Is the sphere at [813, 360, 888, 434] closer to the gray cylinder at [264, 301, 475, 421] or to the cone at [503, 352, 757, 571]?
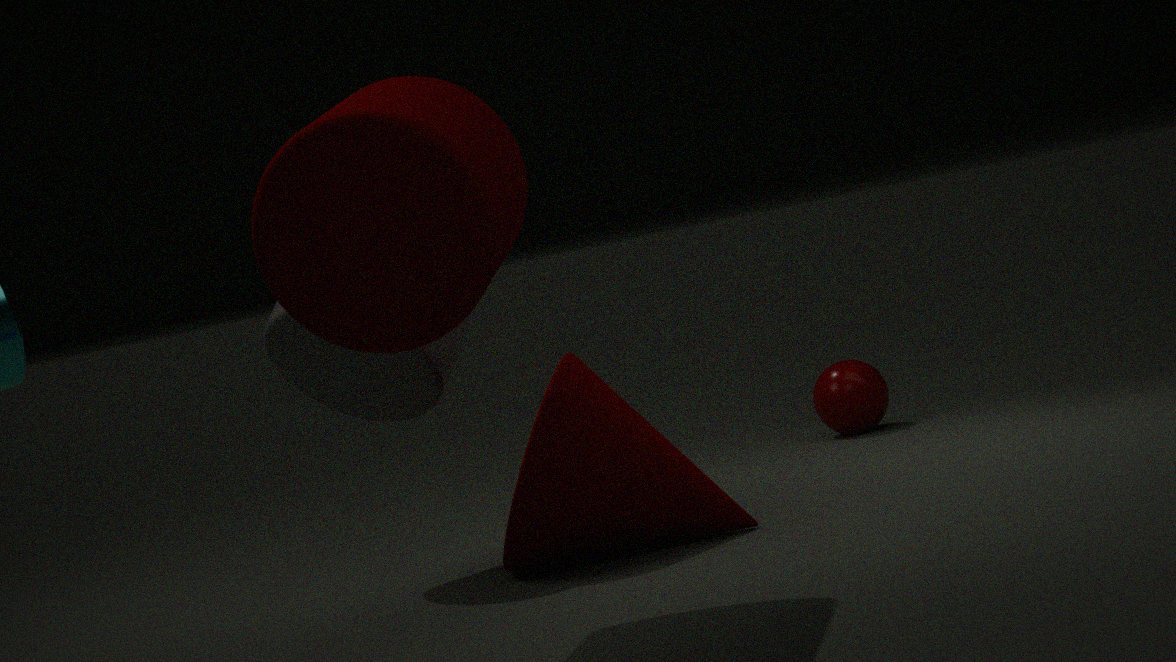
the cone at [503, 352, 757, 571]
